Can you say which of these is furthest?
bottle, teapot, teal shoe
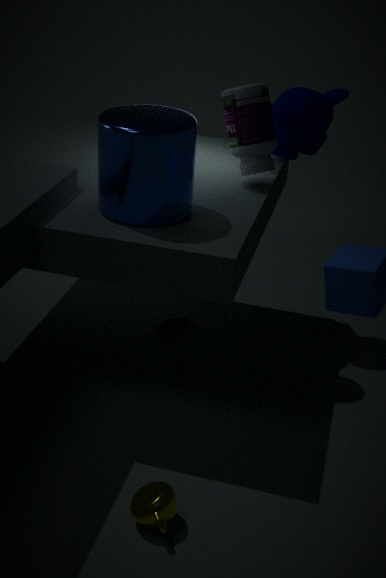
teal shoe
